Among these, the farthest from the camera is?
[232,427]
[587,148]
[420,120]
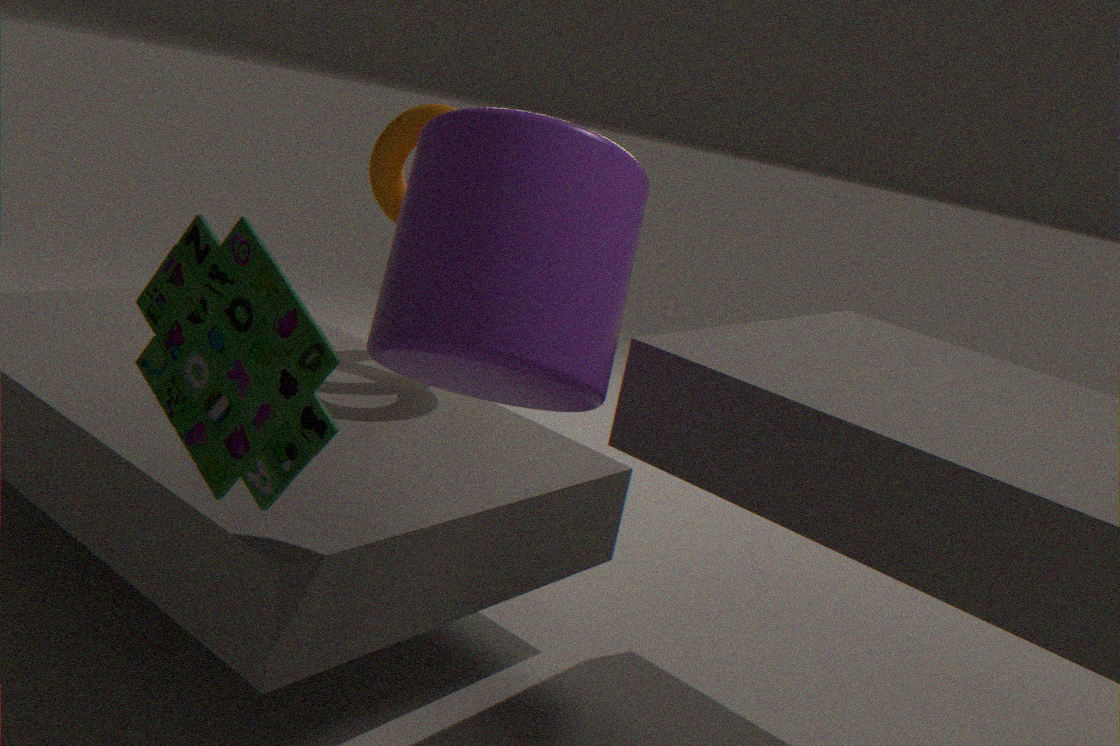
[420,120]
